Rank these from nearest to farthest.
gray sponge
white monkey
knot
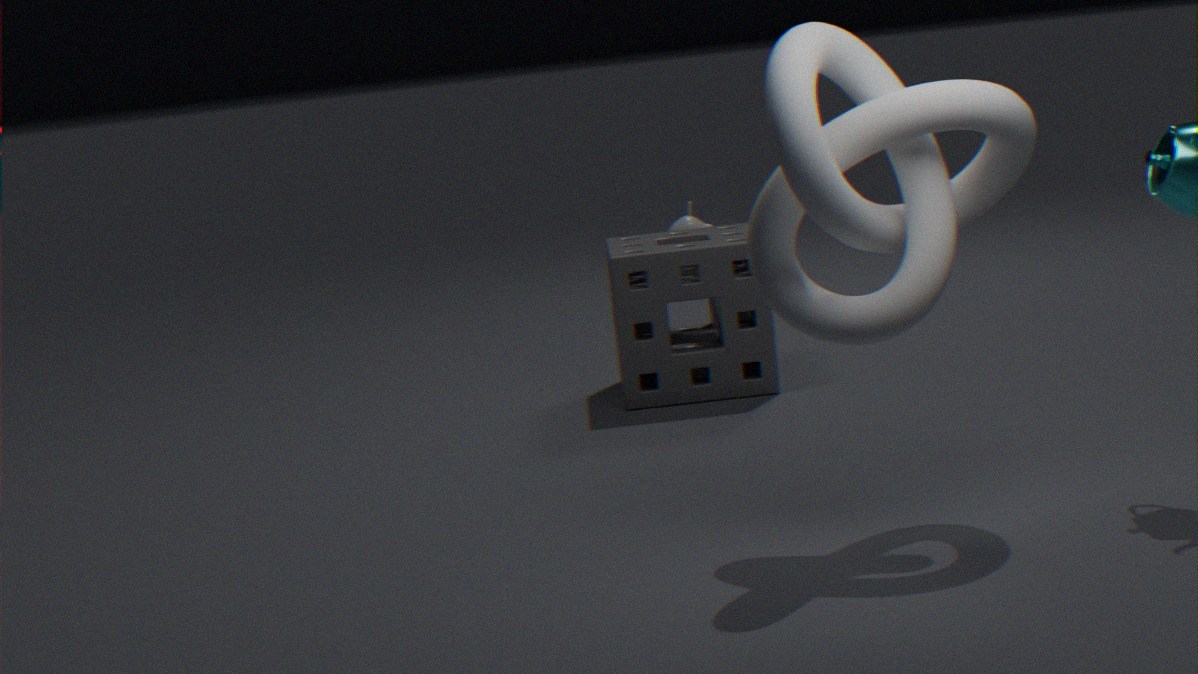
knot → gray sponge → white monkey
